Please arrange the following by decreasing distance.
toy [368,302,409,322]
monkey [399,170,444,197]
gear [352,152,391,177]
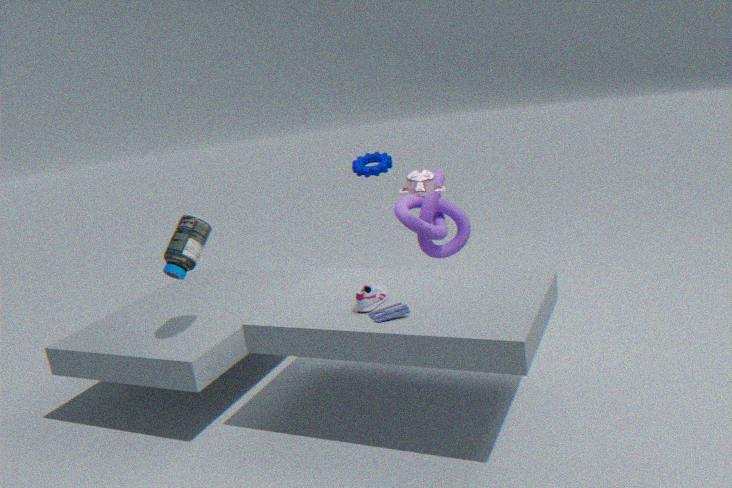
1. gear [352,152,391,177]
2. monkey [399,170,444,197]
3. toy [368,302,409,322]
